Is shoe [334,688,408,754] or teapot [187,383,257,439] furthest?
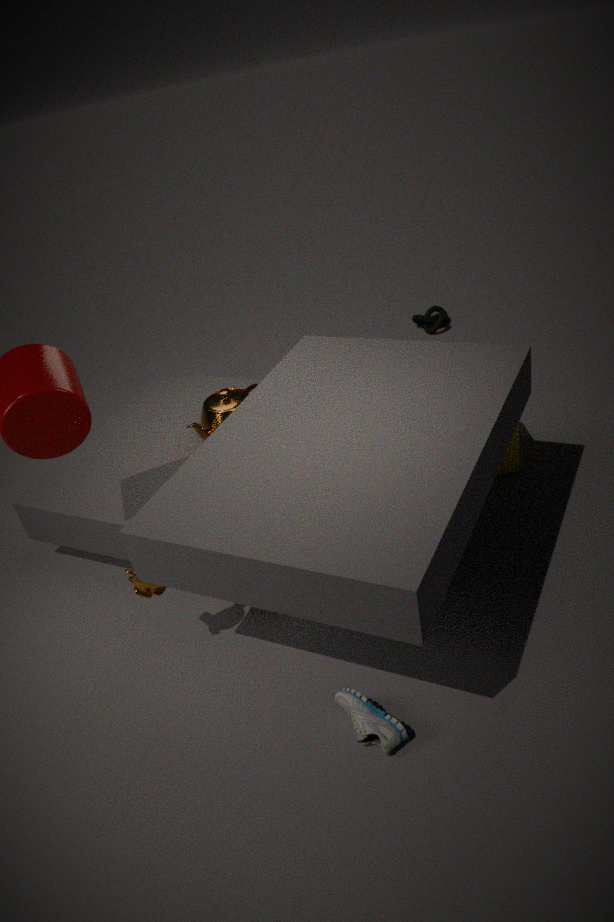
teapot [187,383,257,439]
